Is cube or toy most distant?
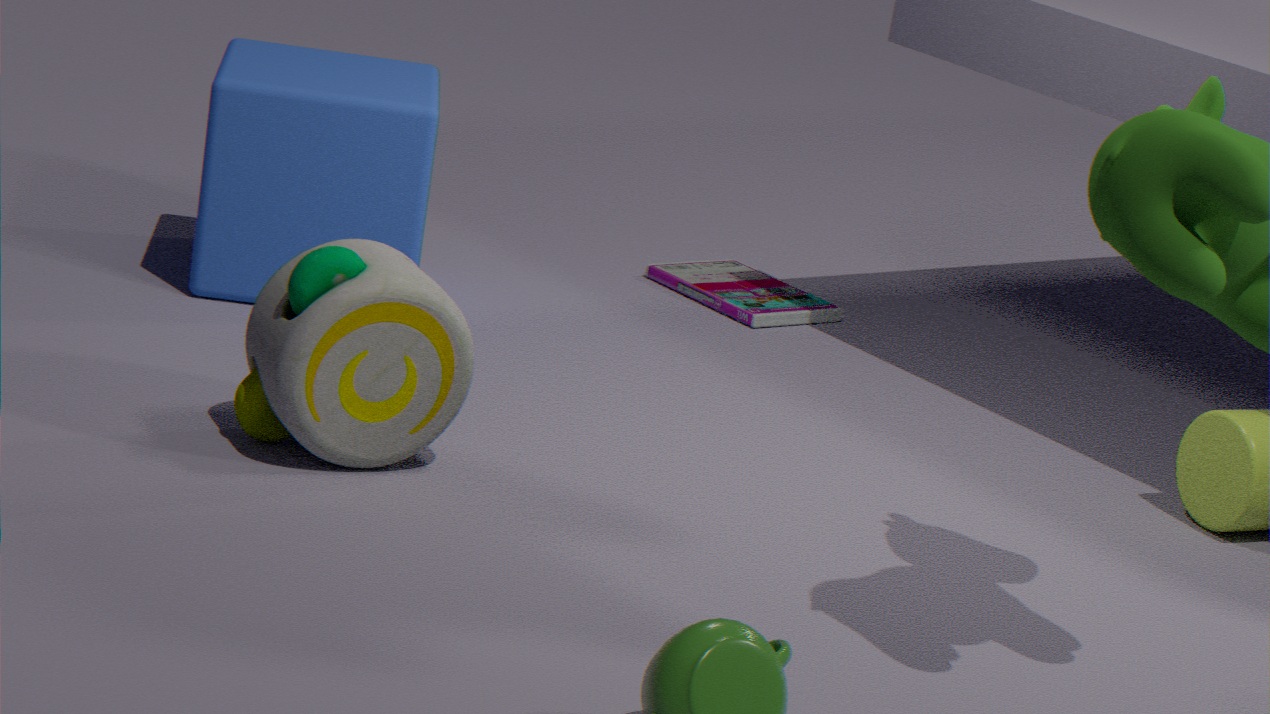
cube
